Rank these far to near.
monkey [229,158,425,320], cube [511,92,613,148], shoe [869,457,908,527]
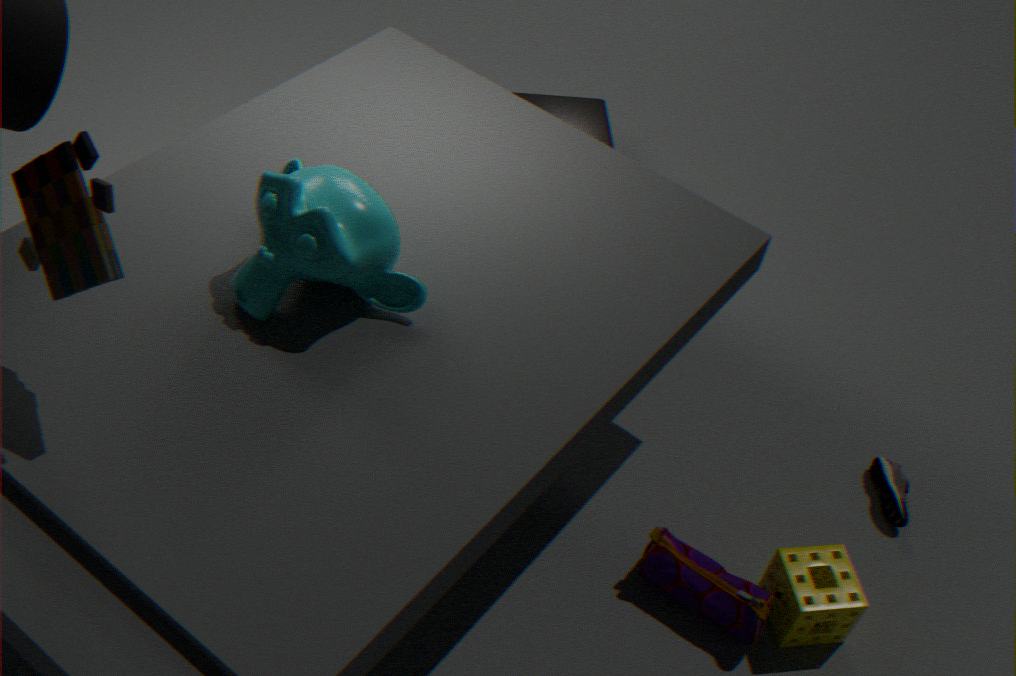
cube [511,92,613,148]
shoe [869,457,908,527]
monkey [229,158,425,320]
